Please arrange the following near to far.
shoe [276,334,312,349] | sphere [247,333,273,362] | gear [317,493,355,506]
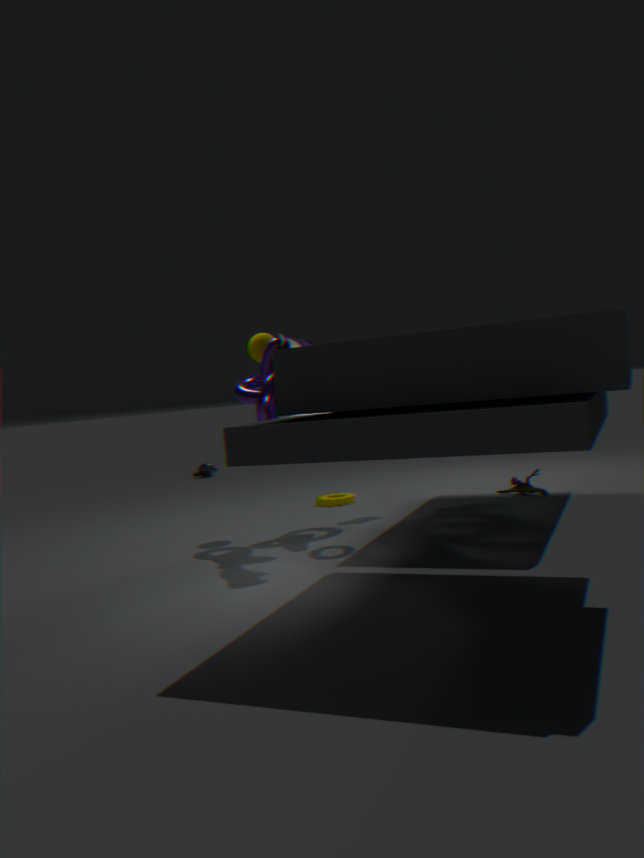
shoe [276,334,312,349] → sphere [247,333,273,362] → gear [317,493,355,506]
